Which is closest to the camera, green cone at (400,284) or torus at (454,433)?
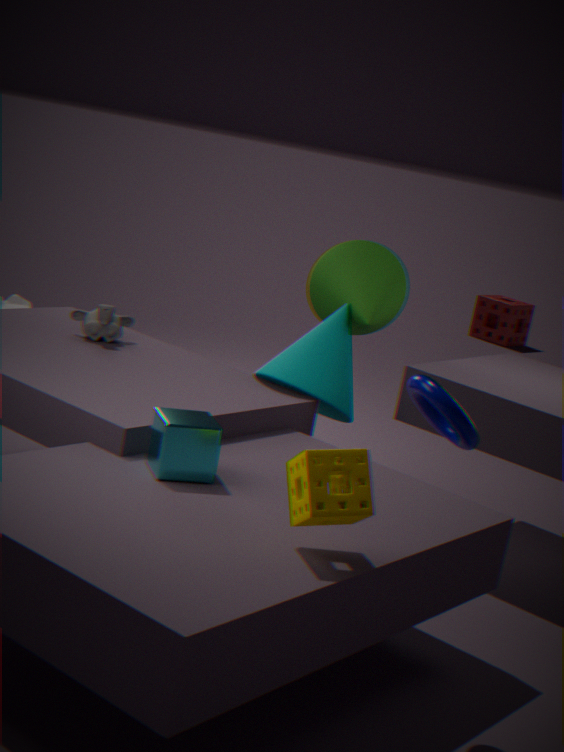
torus at (454,433)
